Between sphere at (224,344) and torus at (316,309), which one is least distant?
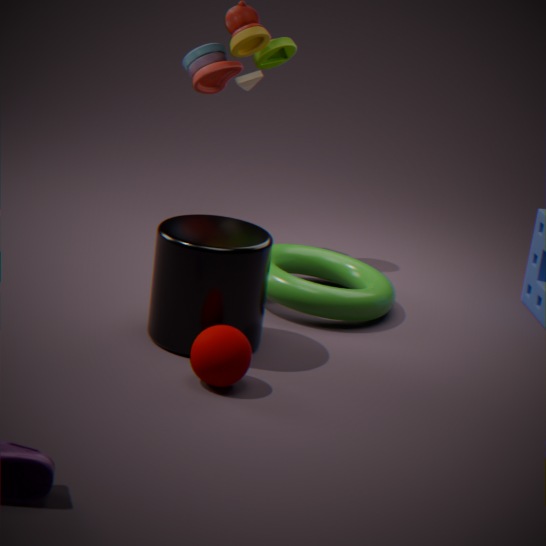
sphere at (224,344)
